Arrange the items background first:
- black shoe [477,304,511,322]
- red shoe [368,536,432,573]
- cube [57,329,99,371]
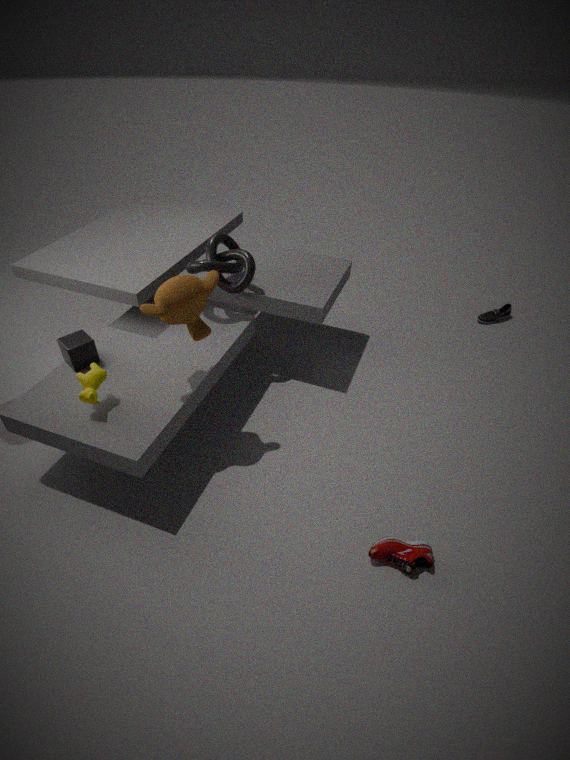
1. black shoe [477,304,511,322]
2. cube [57,329,99,371]
3. red shoe [368,536,432,573]
